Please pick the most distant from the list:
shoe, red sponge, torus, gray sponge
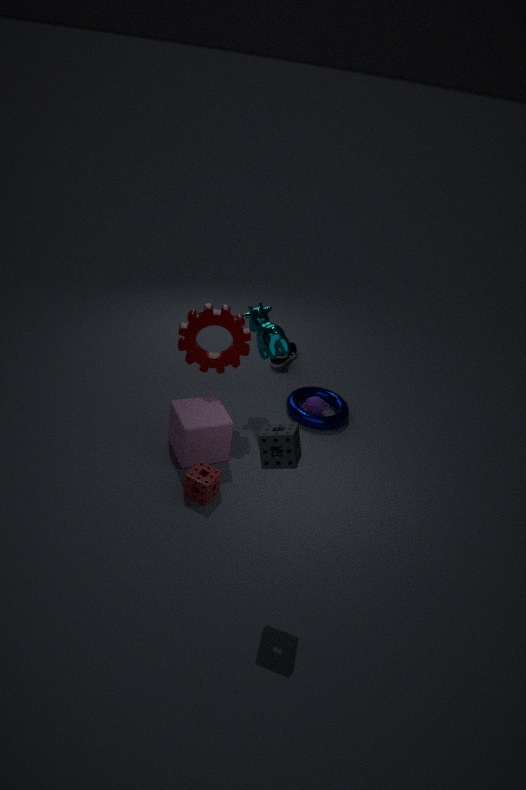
shoe
